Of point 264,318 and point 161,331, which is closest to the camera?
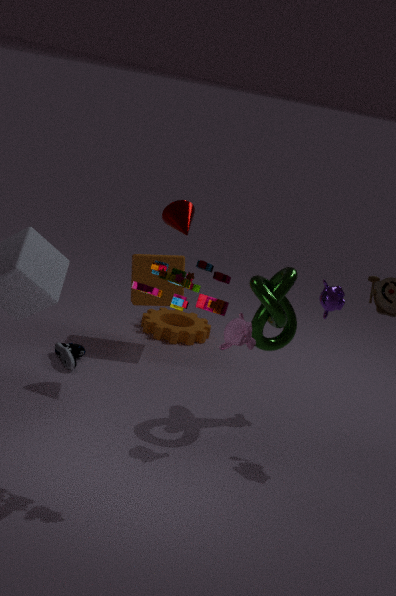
point 264,318
